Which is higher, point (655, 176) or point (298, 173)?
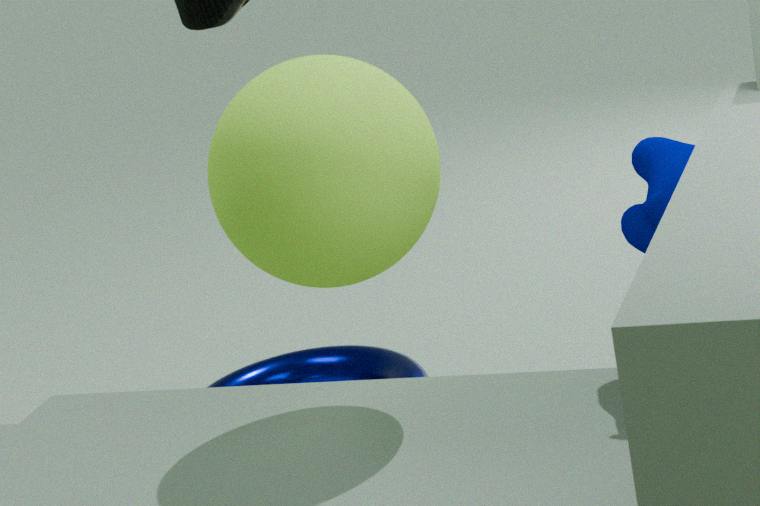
point (298, 173)
